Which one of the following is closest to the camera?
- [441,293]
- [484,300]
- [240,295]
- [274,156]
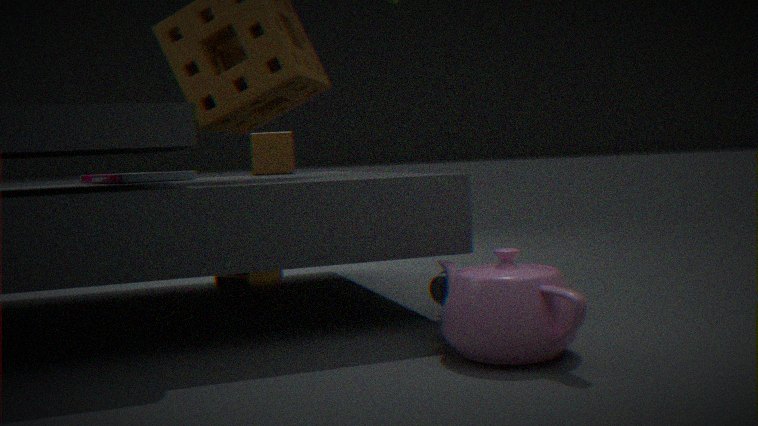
[484,300]
